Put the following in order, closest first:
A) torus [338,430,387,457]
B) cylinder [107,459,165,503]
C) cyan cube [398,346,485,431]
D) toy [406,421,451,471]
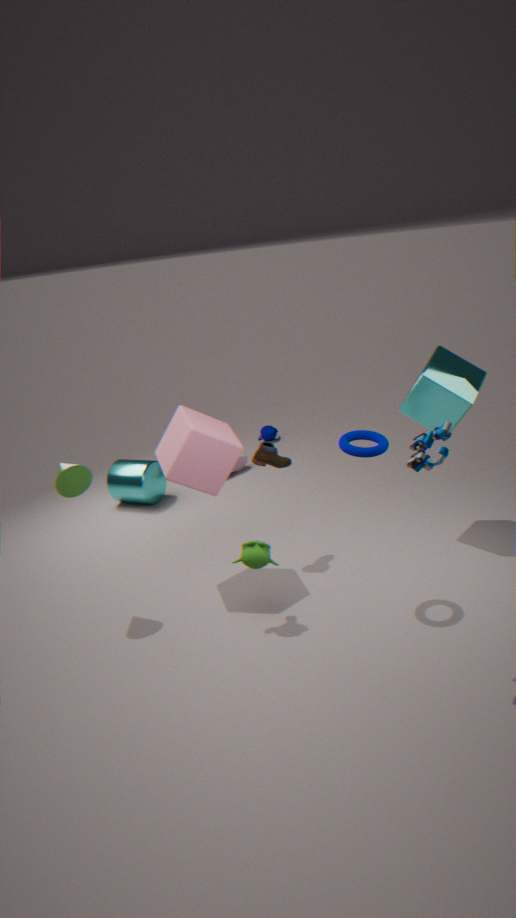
1. toy [406,421,451,471]
2. torus [338,430,387,457]
3. cyan cube [398,346,485,431]
4. cylinder [107,459,165,503]
